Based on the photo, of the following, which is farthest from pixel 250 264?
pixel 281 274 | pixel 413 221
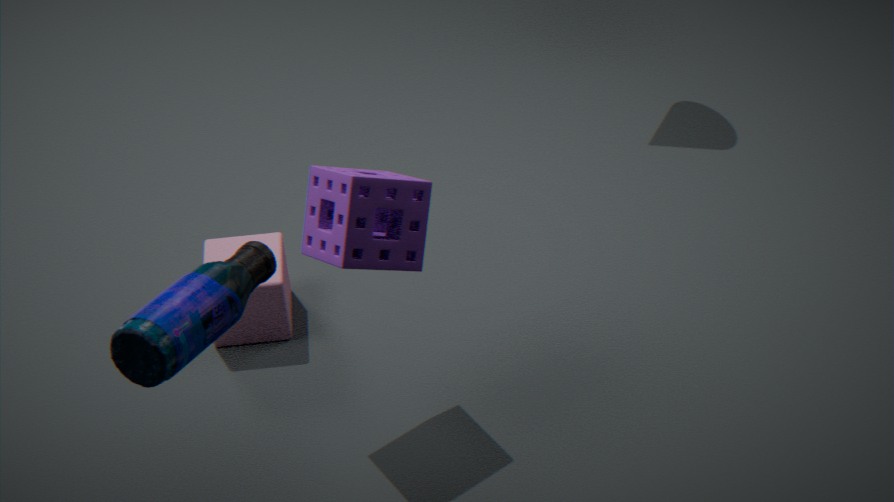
pixel 281 274
